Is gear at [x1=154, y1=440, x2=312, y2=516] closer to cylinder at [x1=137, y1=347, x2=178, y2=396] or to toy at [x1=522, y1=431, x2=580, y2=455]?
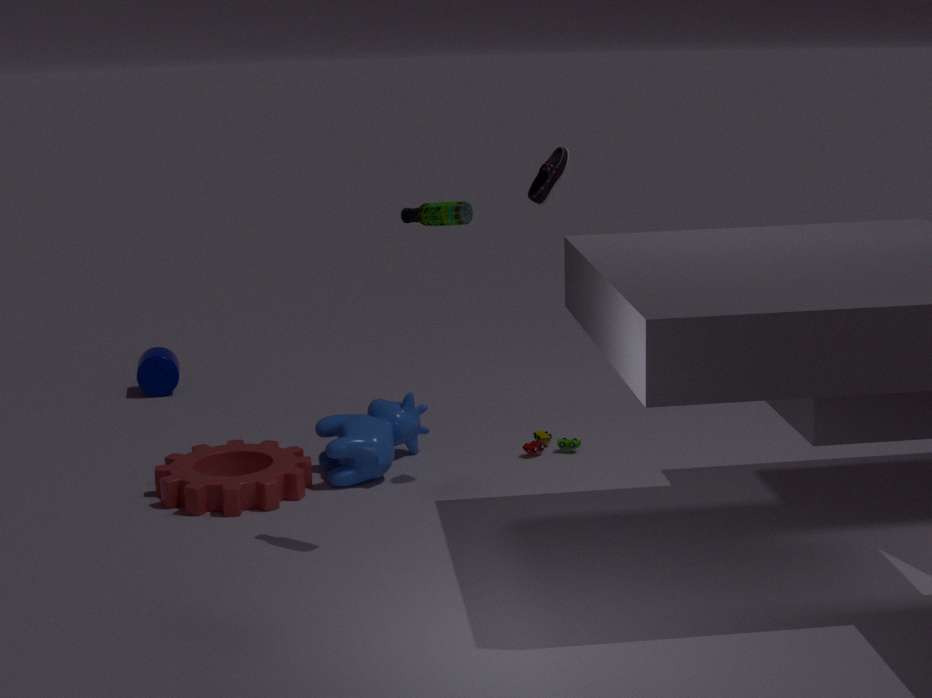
toy at [x1=522, y1=431, x2=580, y2=455]
